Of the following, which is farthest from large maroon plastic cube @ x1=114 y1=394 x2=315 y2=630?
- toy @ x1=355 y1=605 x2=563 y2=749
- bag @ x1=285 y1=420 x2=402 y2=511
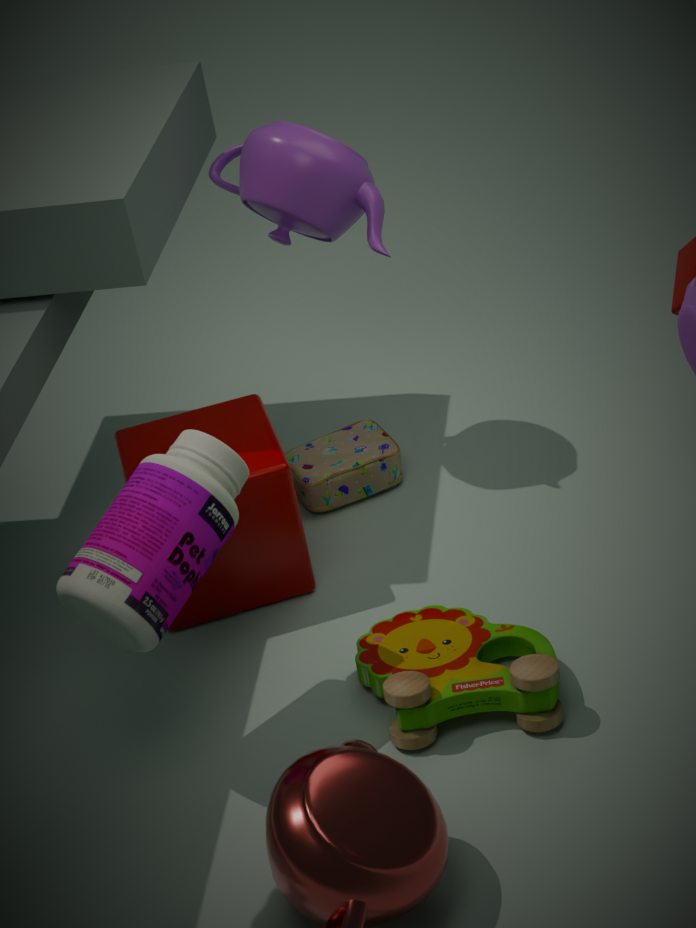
toy @ x1=355 y1=605 x2=563 y2=749
